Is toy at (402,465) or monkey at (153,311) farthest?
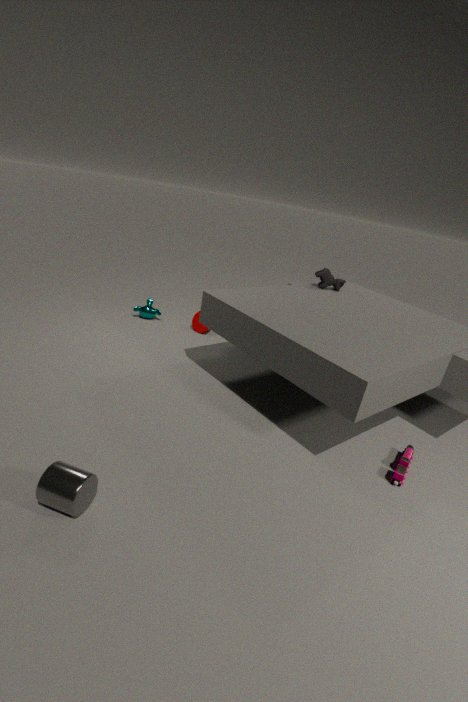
monkey at (153,311)
